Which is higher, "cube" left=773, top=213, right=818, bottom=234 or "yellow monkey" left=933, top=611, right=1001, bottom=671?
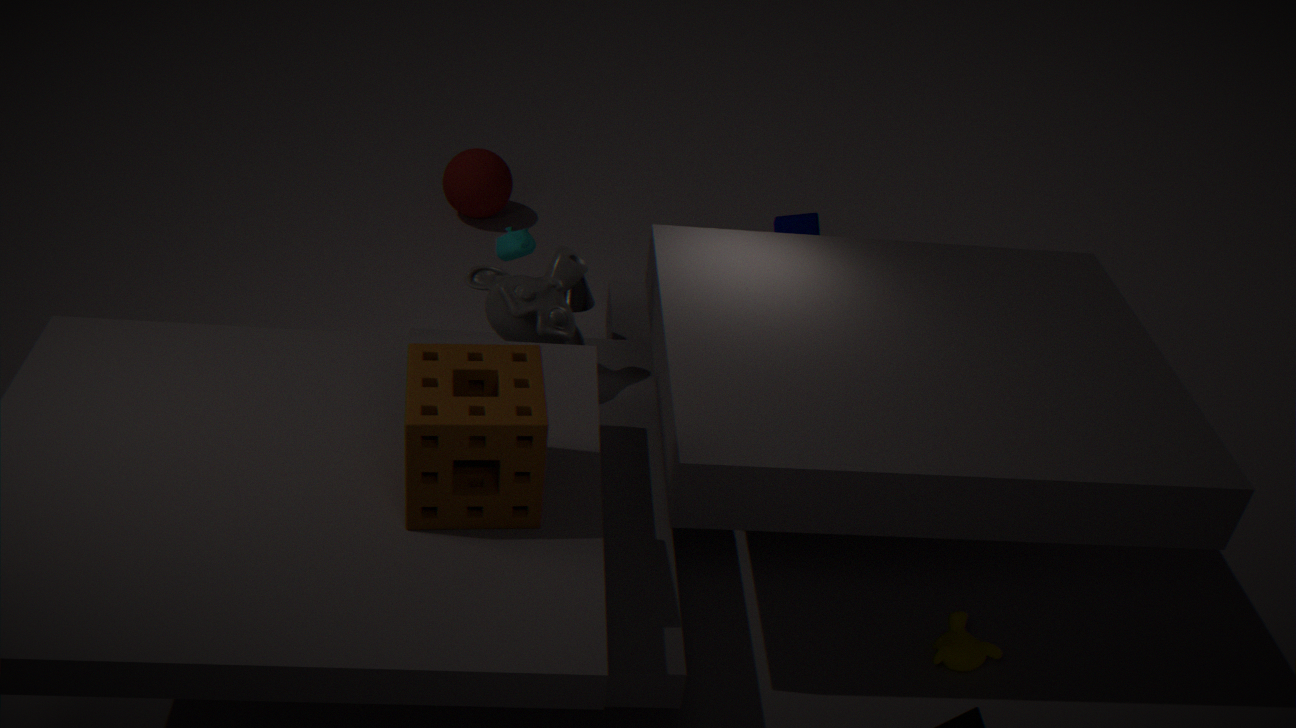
"cube" left=773, top=213, right=818, bottom=234
